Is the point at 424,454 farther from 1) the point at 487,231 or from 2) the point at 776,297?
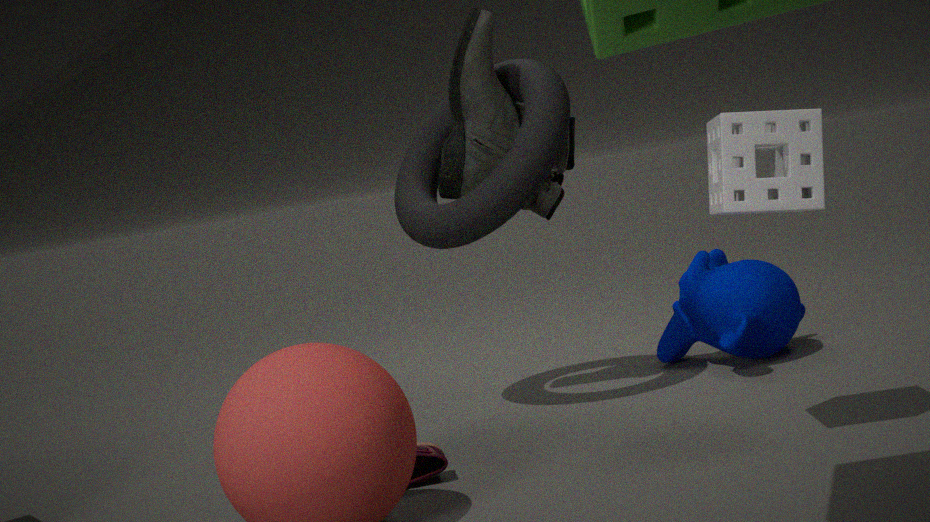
2) the point at 776,297
